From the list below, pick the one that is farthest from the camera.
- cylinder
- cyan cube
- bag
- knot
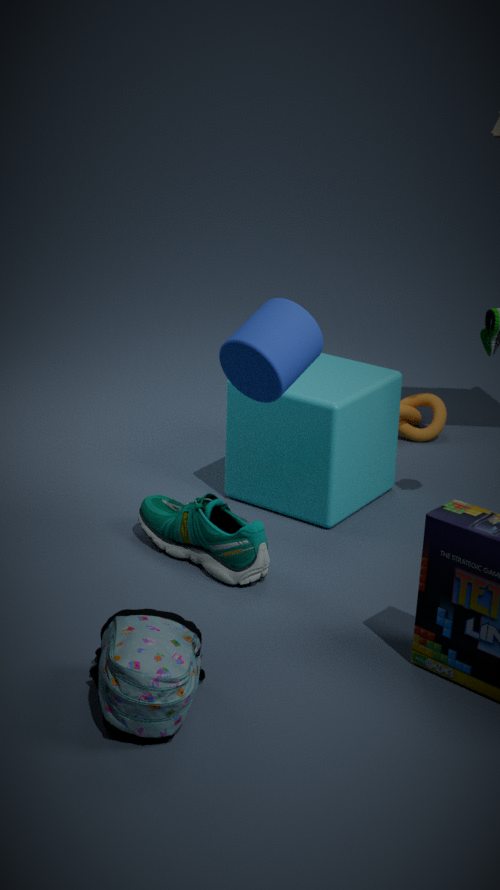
knot
